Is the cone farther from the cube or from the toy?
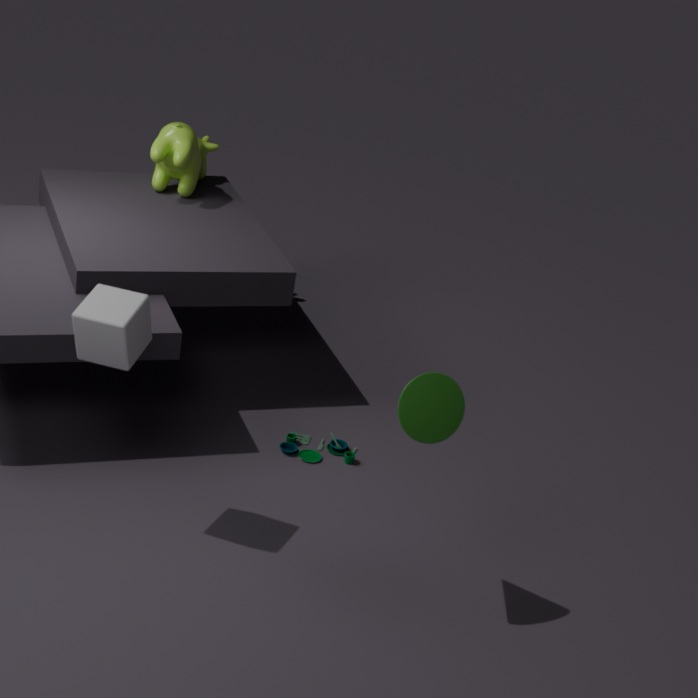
the toy
